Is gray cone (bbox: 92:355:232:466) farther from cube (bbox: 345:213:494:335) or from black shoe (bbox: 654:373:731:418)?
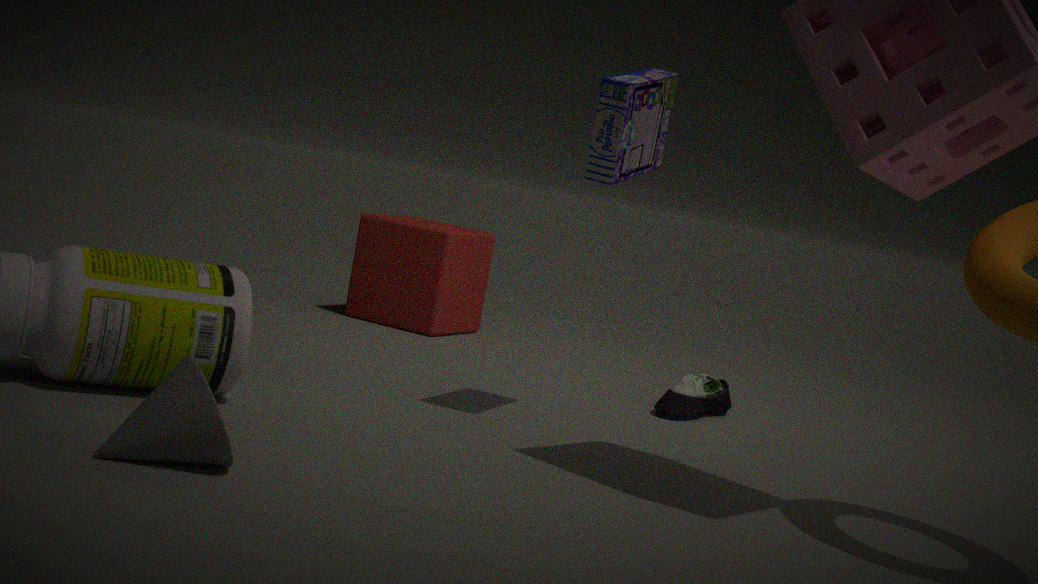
cube (bbox: 345:213:494:335)
